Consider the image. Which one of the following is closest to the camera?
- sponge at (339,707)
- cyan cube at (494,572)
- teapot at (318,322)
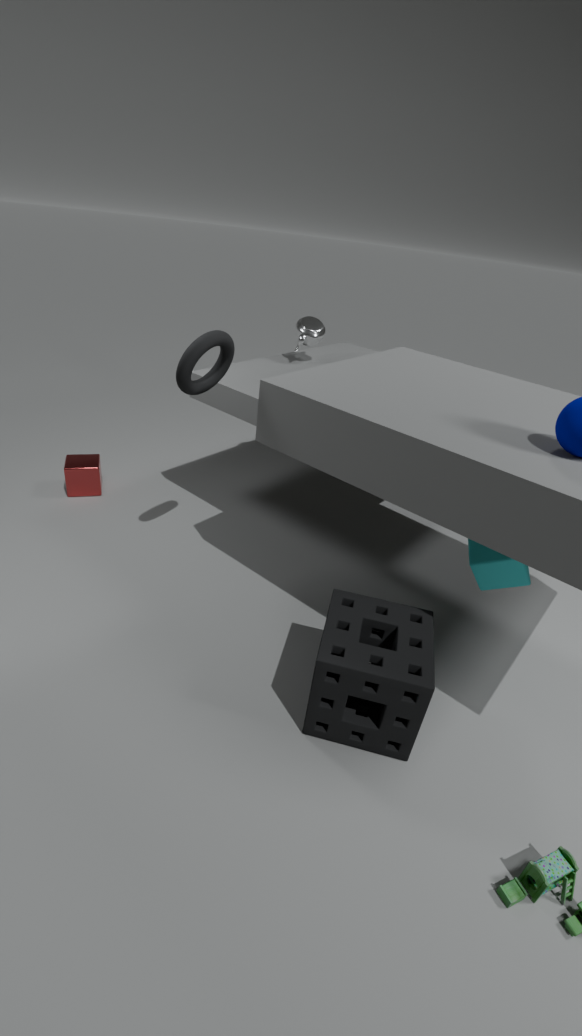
sponge at (339,707)
